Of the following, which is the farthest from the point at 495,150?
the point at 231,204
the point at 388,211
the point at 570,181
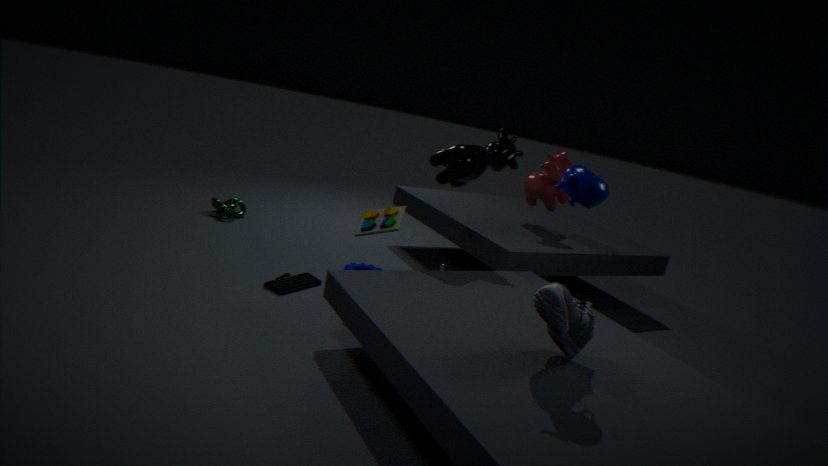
the point at 231,204
